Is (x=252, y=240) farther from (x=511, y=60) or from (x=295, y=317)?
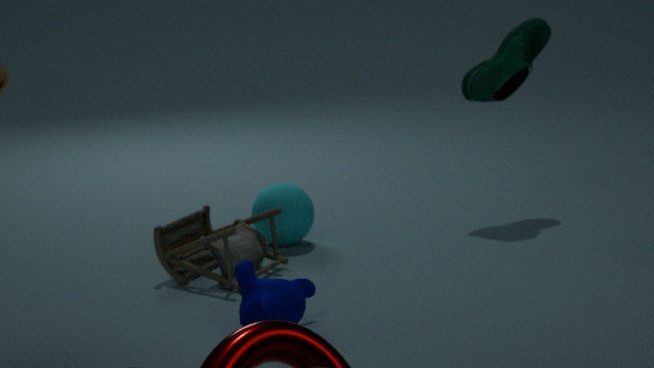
(x=511, y=60)
